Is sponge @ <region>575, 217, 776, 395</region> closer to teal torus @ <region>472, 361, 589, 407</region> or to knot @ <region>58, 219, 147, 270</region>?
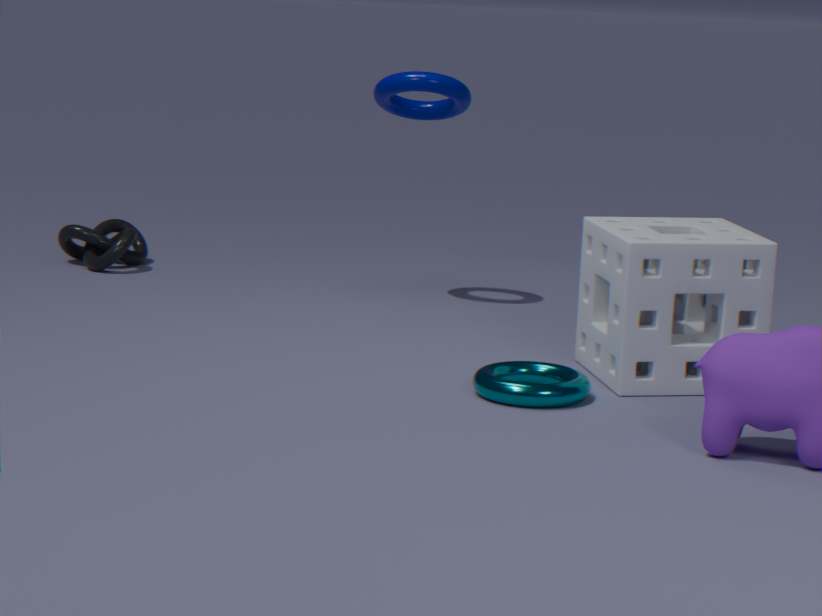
teal torus @ <region>472, 361, 589, 407</region>
